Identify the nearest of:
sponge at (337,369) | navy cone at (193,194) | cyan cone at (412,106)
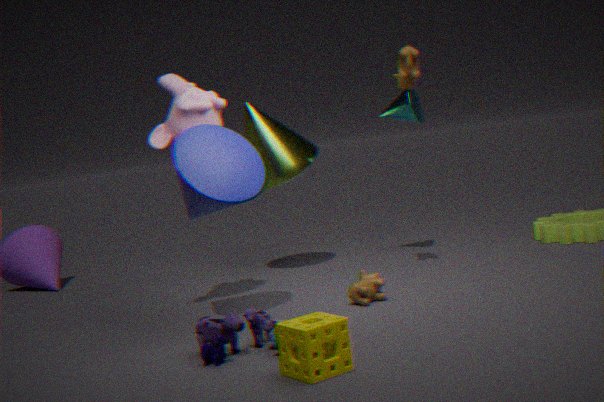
sponge at (337,369)
